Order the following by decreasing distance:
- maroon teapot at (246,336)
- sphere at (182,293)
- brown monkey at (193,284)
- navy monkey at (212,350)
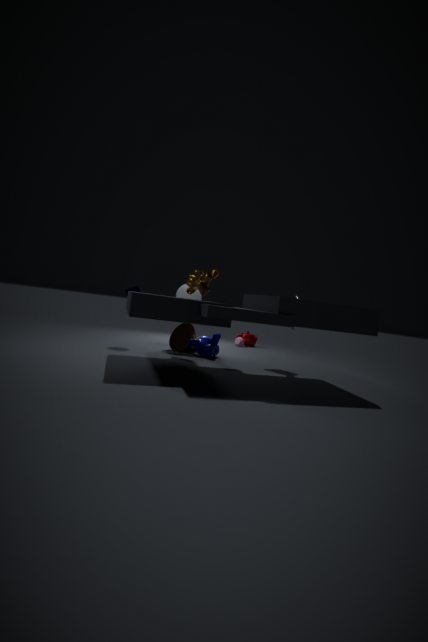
maroon teapot at (246,336), sphere at (182,293), navy monkey at (212,350), brown monkey at (193,284)
